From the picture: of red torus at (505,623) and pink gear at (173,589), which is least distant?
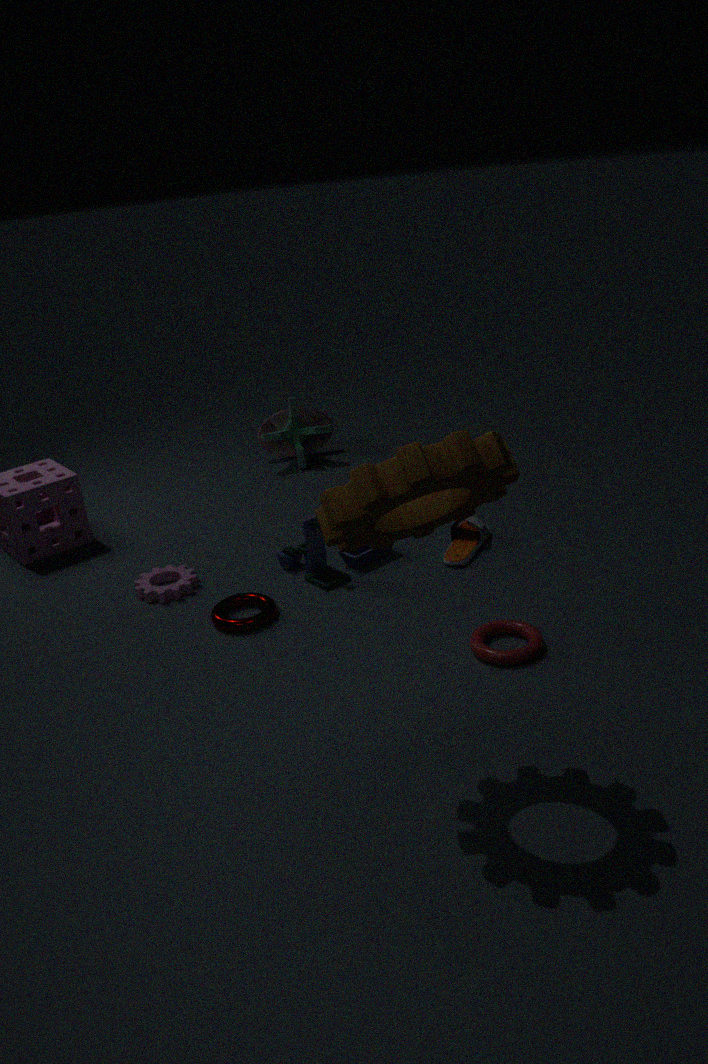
red torus at (505,623)
